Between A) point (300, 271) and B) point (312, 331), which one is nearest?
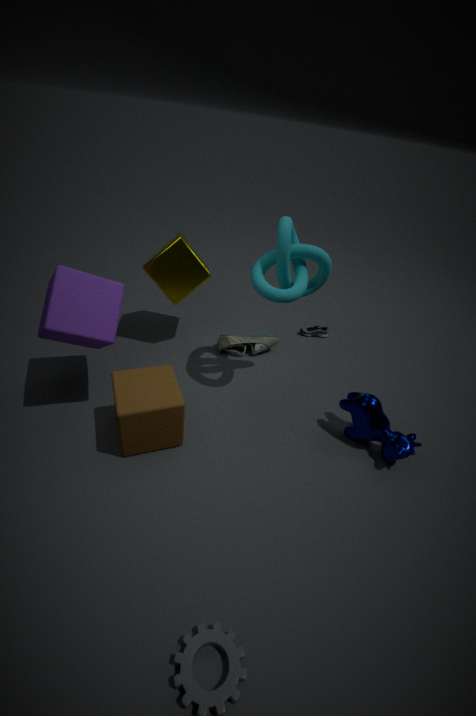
A. point (300, 271)
